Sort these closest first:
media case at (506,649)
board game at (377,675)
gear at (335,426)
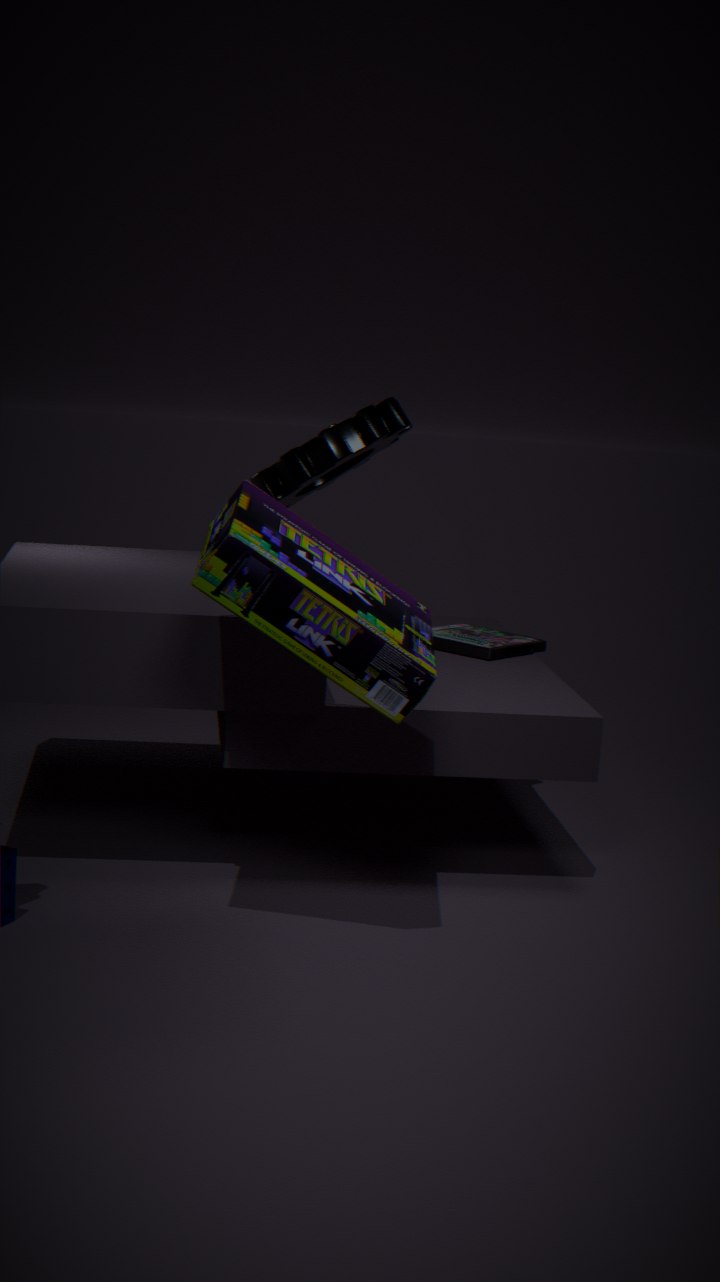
board game at (377,675)
gear at (335,426)
media case at (506,649)
